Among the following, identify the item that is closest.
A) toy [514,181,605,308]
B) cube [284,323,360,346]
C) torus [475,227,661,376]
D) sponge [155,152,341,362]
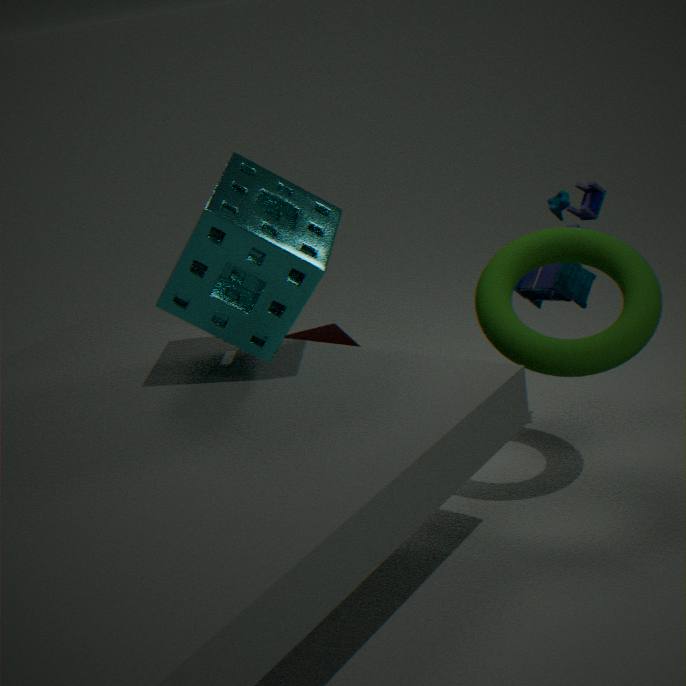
sponge [155,152,341,362]
